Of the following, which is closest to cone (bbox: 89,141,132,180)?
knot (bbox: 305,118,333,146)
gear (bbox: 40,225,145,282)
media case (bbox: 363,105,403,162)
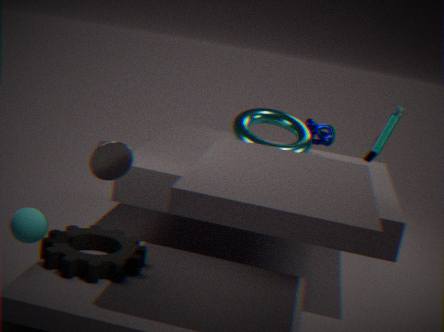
gear (bbox: 40,225,145,282)
